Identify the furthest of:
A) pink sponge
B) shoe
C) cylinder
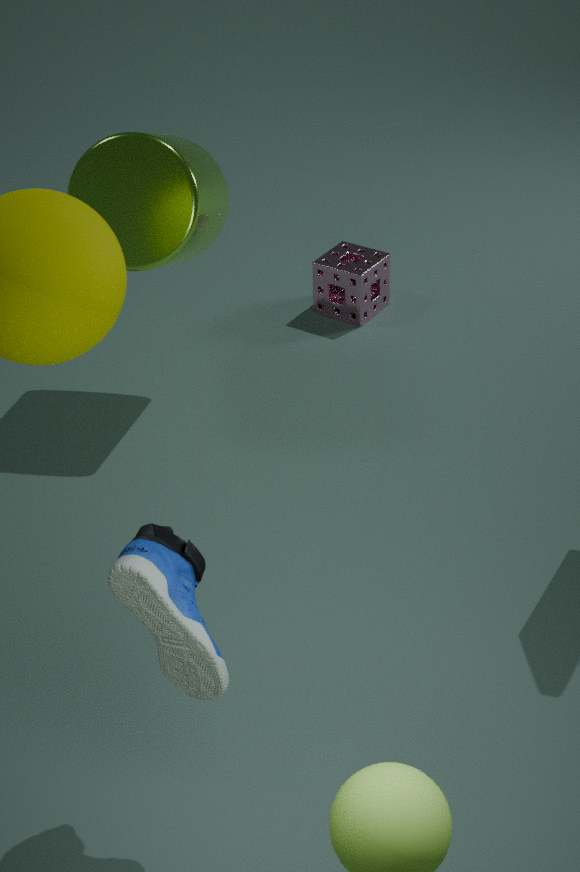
pink sponge
